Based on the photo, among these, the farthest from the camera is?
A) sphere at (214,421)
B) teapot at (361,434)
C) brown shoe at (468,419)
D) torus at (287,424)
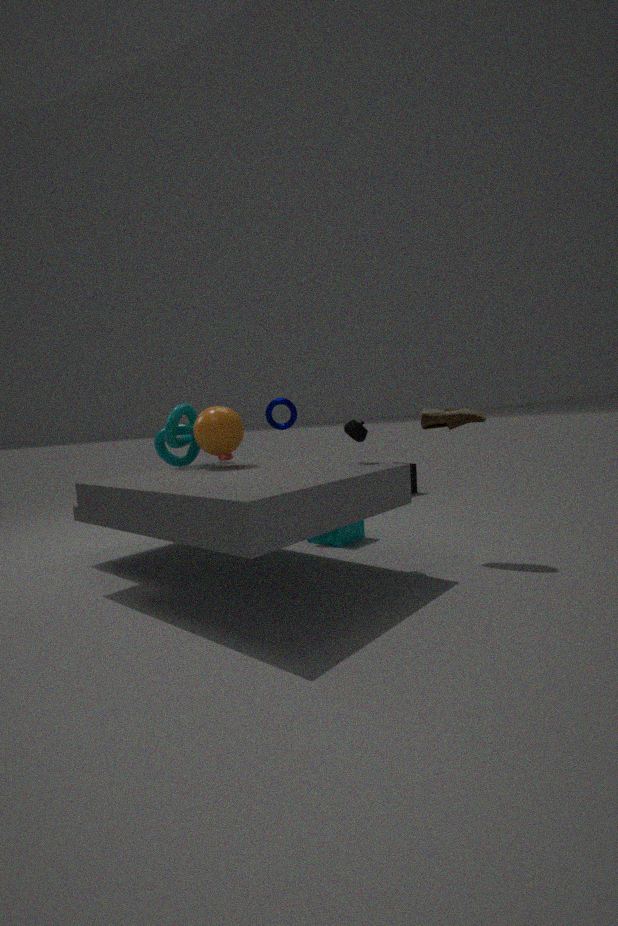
torus at (287,424)
